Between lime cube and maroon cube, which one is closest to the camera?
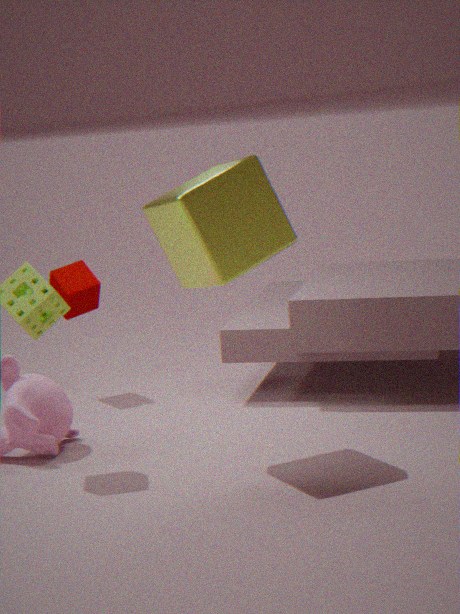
lime cube
